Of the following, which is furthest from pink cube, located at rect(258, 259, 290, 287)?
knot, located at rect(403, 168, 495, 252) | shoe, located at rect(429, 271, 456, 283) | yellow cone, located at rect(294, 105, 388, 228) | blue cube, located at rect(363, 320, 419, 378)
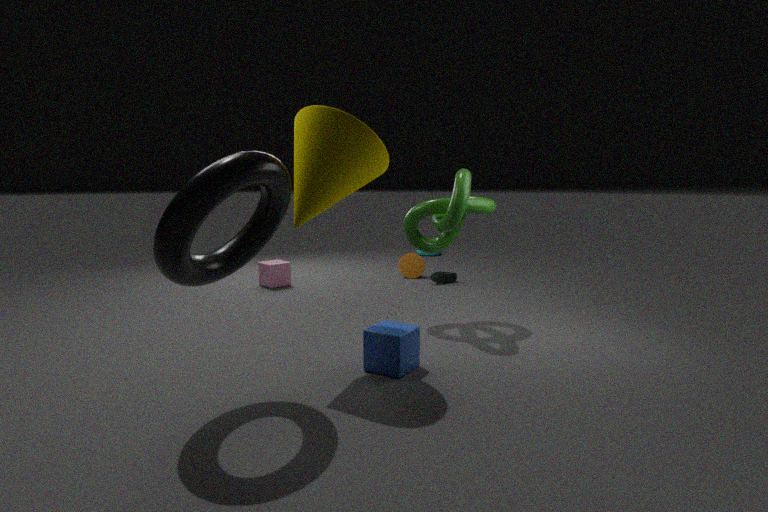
blue cube, located at rect(363, 320, 419, 378)
